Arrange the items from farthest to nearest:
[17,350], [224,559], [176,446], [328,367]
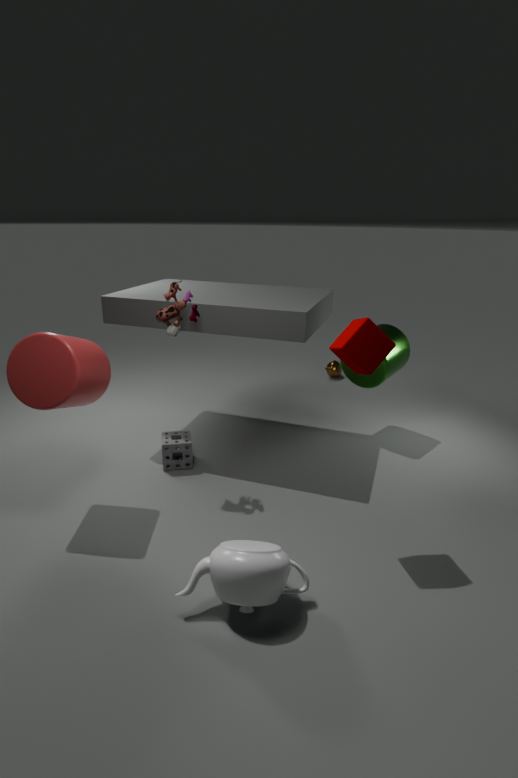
[328,367]
[176,446]
[17,350]
[224,559]
